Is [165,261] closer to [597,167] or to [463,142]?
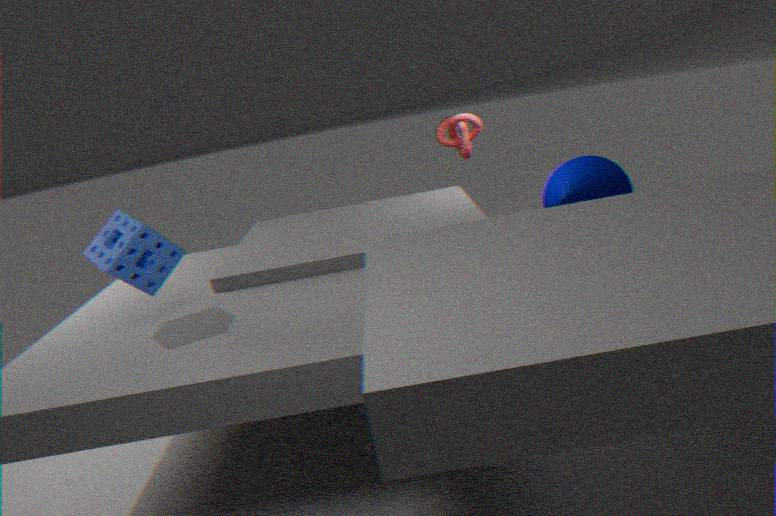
[463,142]
